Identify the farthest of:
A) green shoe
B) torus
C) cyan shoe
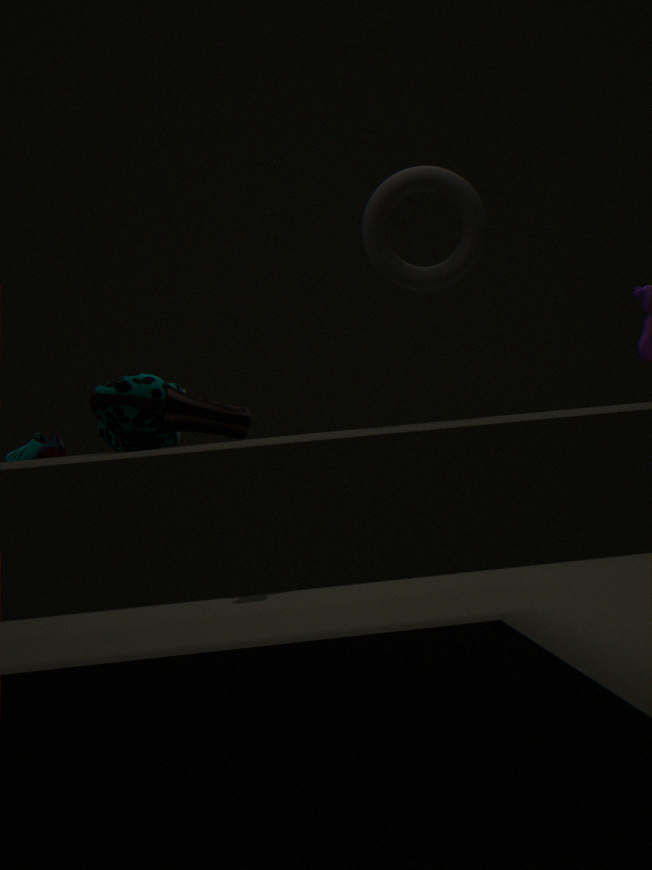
cyan shoe
